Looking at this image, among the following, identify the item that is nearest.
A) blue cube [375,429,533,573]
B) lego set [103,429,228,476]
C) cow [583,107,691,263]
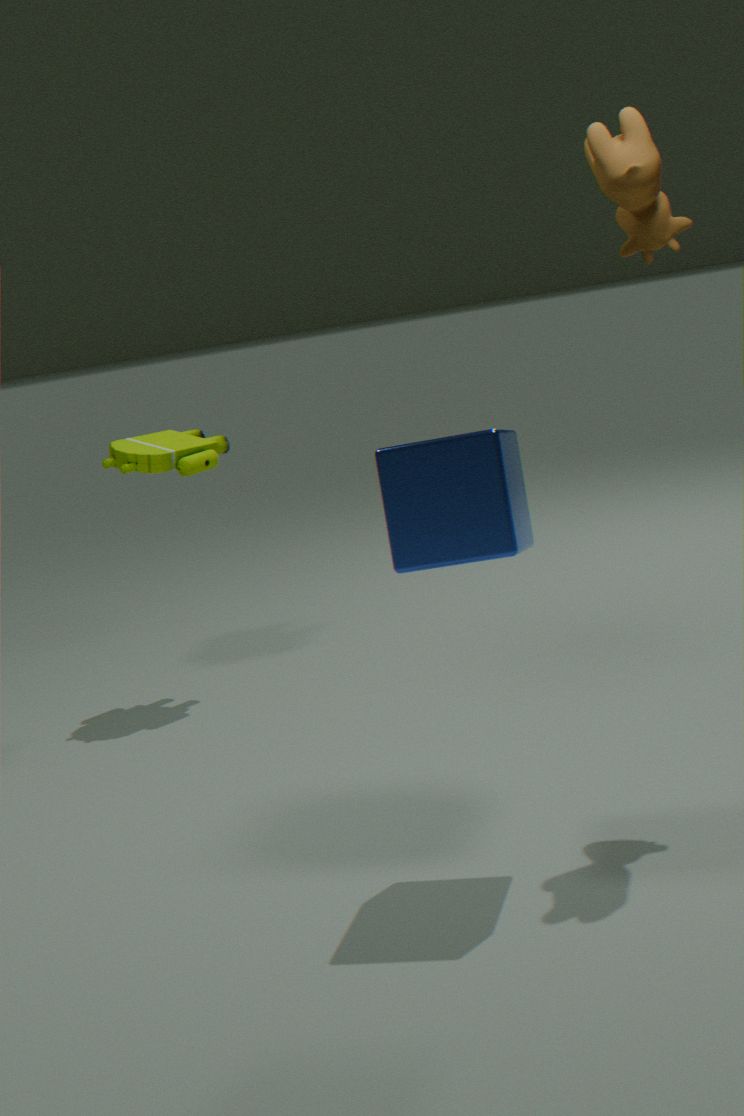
blue cube [375,429,533,573]
